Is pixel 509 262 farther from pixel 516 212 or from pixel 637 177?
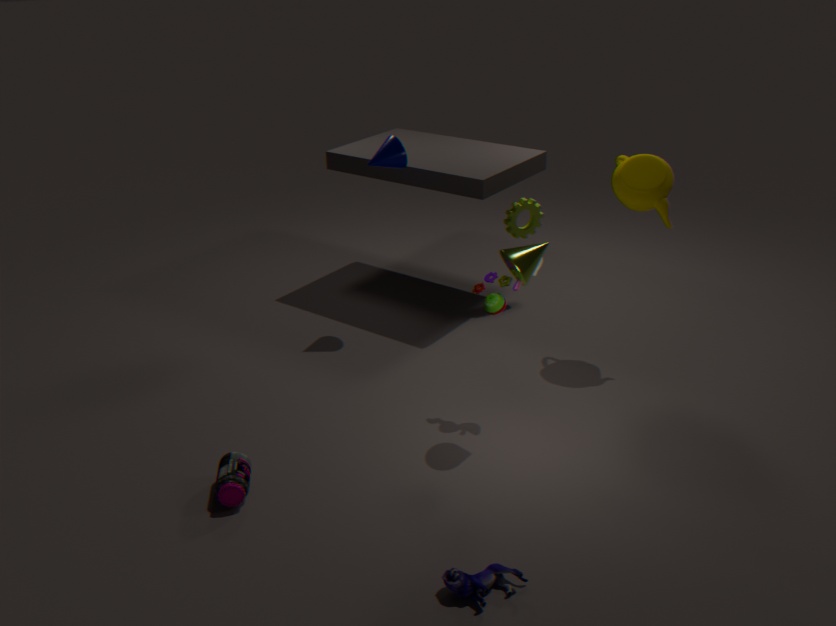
pixel 516 212
